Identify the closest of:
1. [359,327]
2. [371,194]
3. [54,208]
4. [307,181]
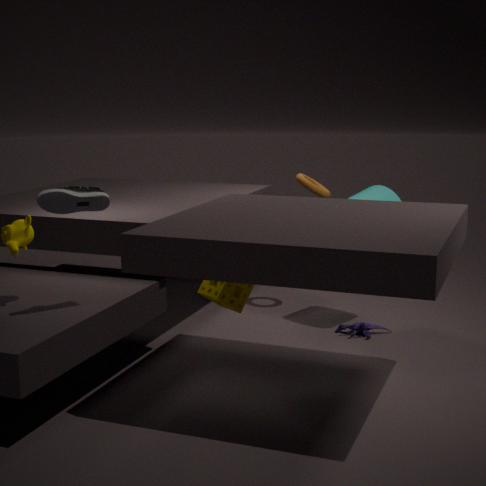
[54,208]
